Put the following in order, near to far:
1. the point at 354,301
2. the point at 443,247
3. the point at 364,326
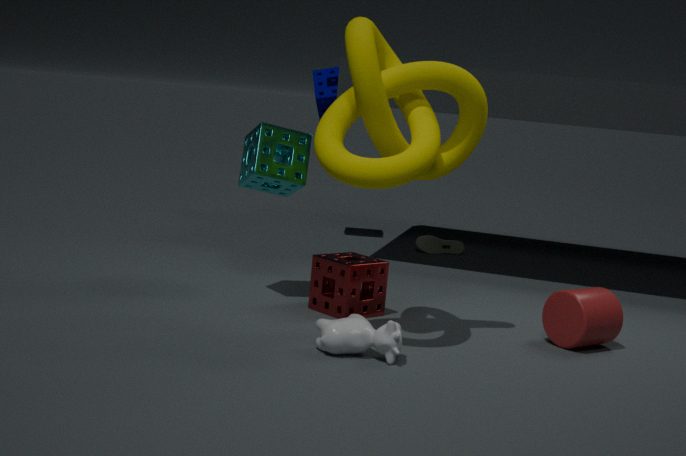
the point at 364,326 → the point at 354,301 → the point at 443,247
